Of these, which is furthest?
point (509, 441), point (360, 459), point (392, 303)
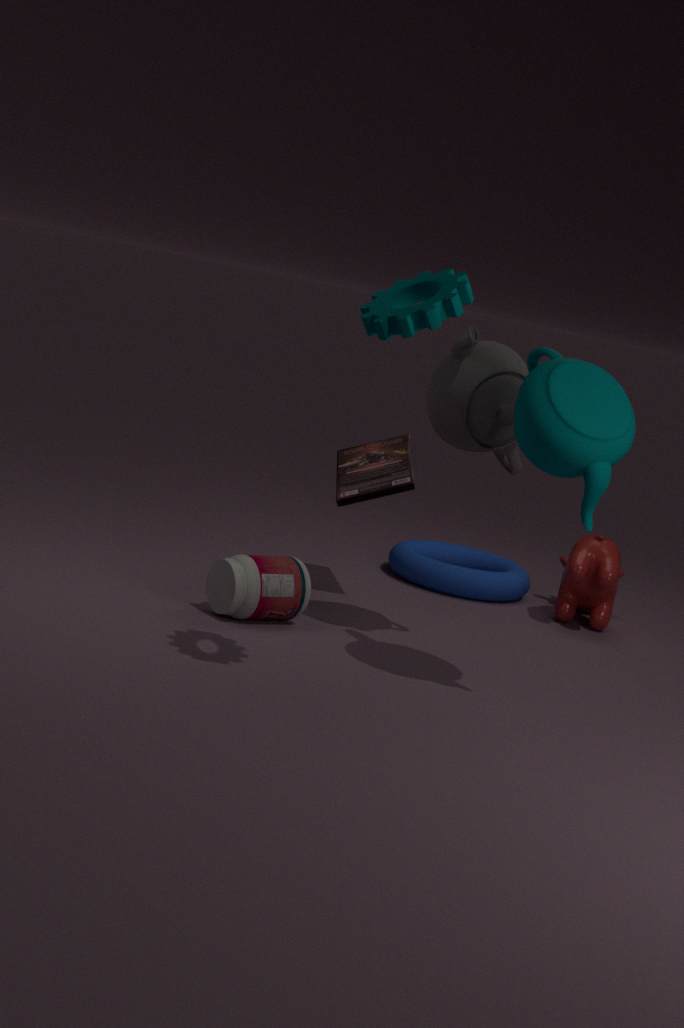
point (360, 459)
